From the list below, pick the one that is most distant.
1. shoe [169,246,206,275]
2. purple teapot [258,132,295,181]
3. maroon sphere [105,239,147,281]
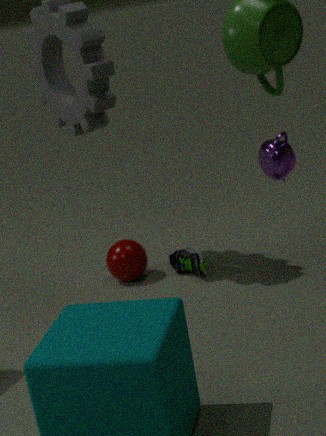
maroon sphere [105,239,147,281]
